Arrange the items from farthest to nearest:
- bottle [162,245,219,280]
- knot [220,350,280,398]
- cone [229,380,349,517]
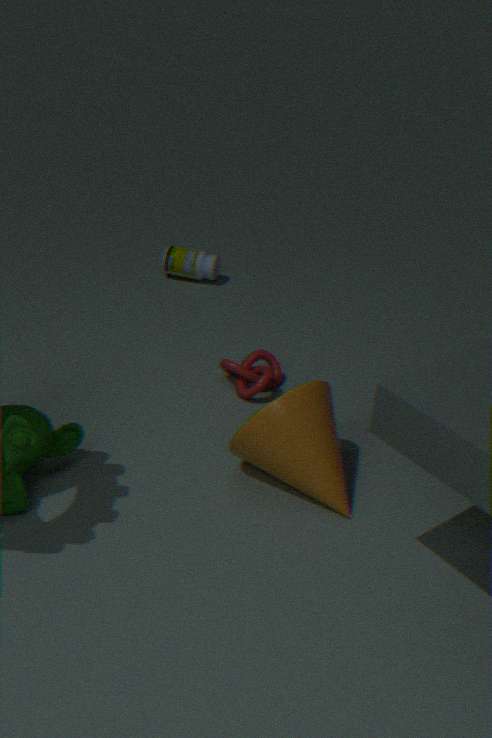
1. bottle [162,245,219,280]
2. knot [220,350,280,398]
3. cone [229,380,349,517]
